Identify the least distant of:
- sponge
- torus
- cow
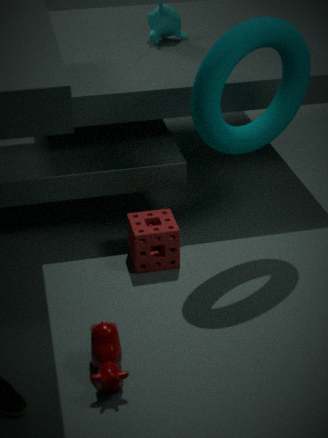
cow
